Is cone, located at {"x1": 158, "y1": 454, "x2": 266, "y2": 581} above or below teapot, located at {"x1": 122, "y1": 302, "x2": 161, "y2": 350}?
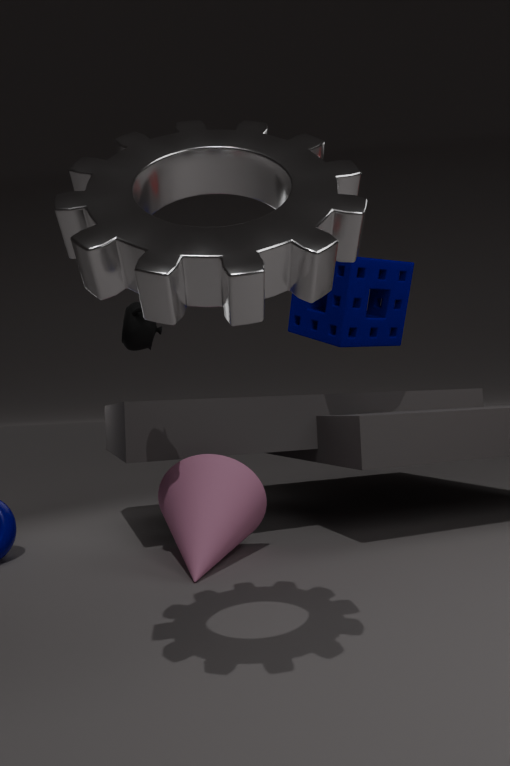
below
